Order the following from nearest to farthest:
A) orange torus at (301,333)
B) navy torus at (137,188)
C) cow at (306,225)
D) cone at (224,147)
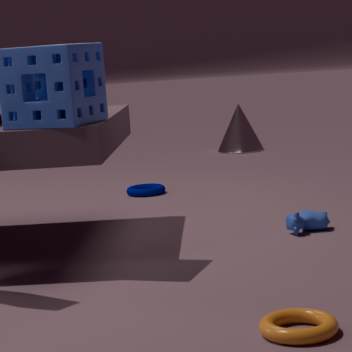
A. orange torus at (301,333), C. cow at (306,225), B. navy torus at (137,188), D. cone at (224,147)
